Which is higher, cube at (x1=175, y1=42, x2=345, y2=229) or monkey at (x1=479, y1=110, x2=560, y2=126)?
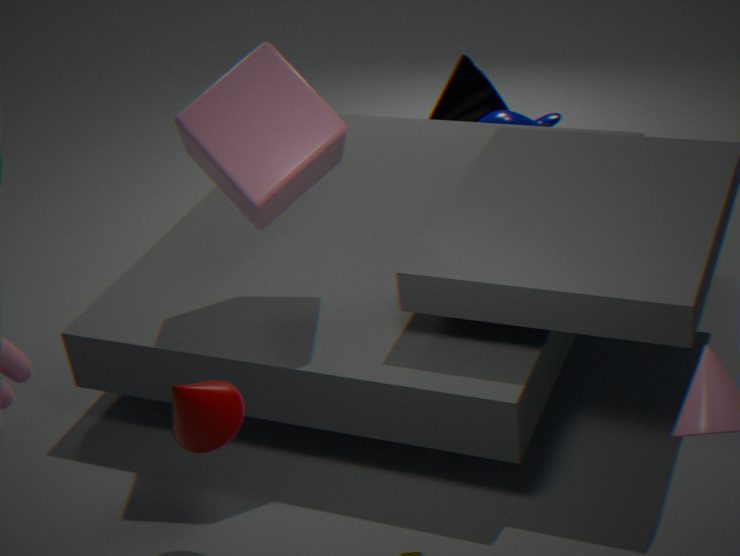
cube at (x1=175, y1=42, x2=345, y2=229)
